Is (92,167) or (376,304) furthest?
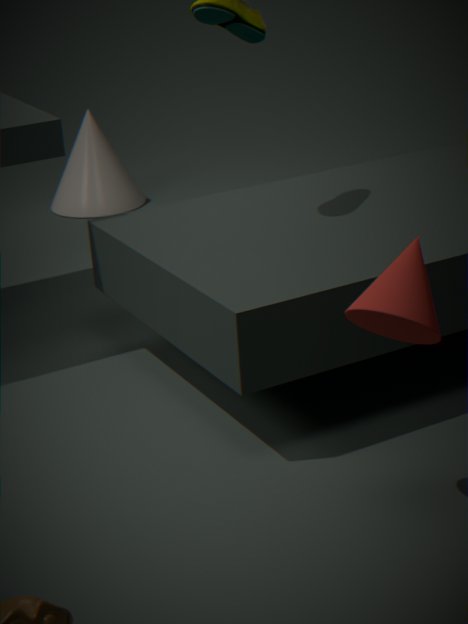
(92,167)
